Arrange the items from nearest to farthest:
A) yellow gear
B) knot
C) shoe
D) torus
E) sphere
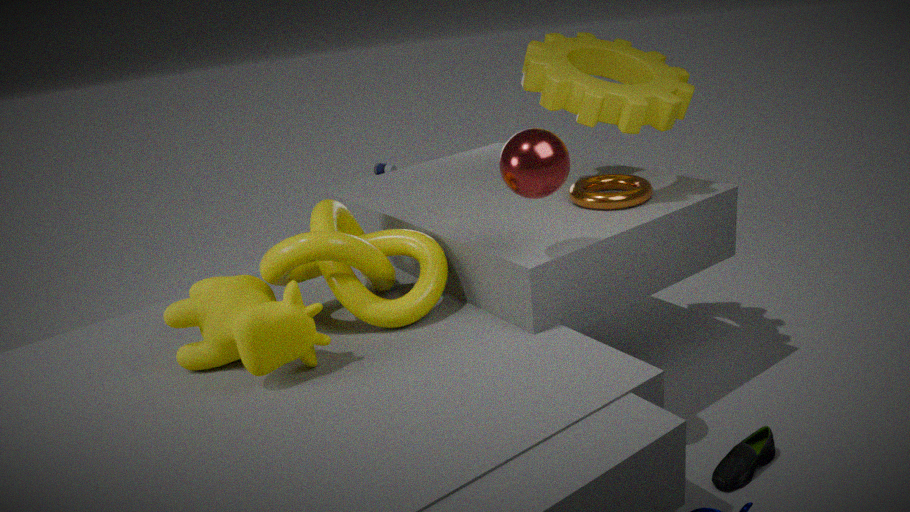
sphere < knot < shoe < yellow gear < torus
